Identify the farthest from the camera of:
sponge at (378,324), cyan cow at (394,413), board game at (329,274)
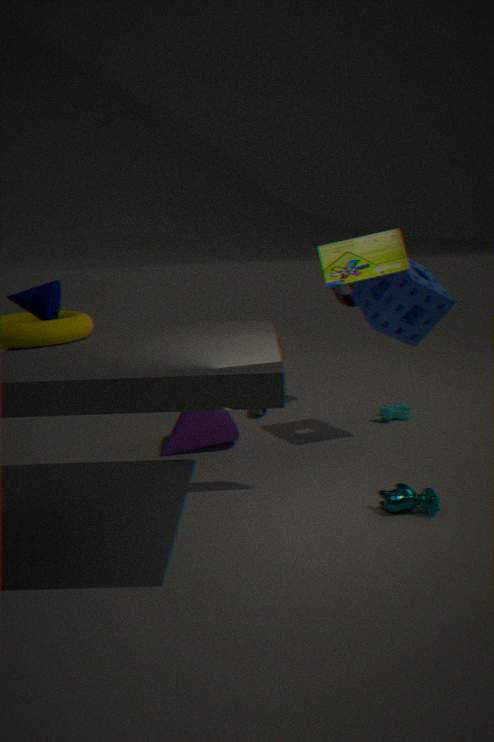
cyan cow at (394,413)
